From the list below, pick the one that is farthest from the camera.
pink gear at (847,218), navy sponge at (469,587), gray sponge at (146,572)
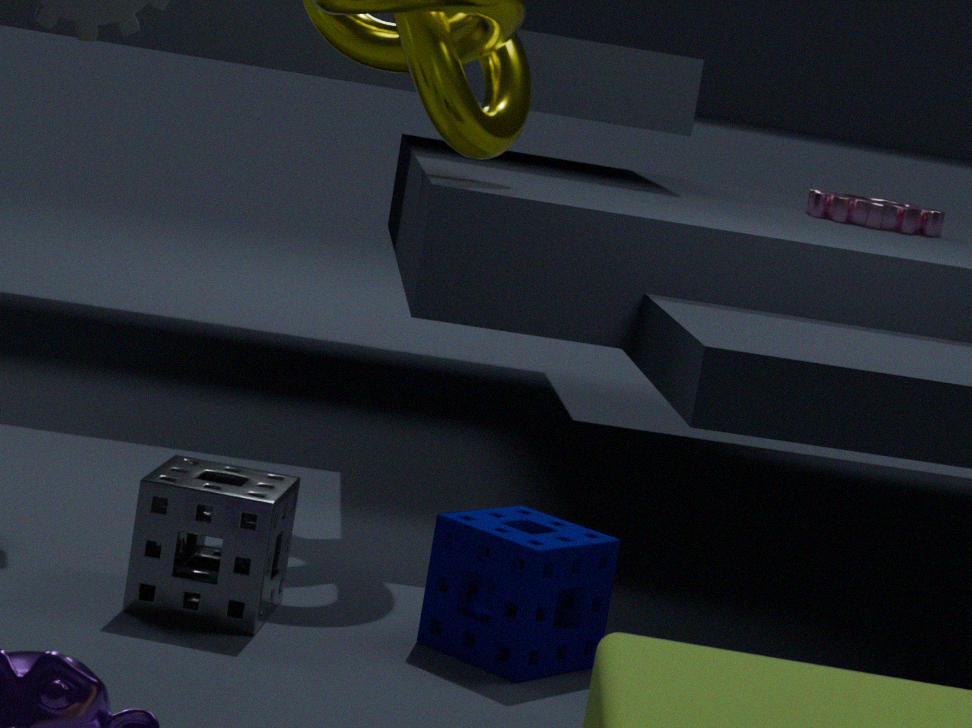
pink gear at (847,218)
